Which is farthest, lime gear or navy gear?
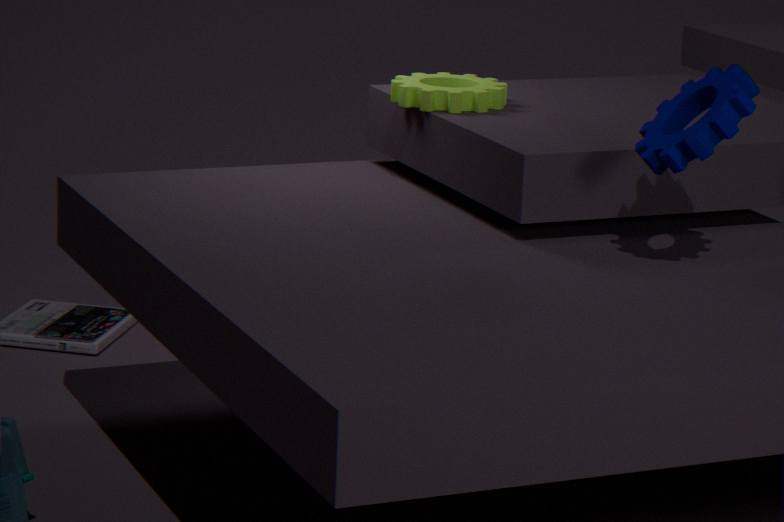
lime gear
